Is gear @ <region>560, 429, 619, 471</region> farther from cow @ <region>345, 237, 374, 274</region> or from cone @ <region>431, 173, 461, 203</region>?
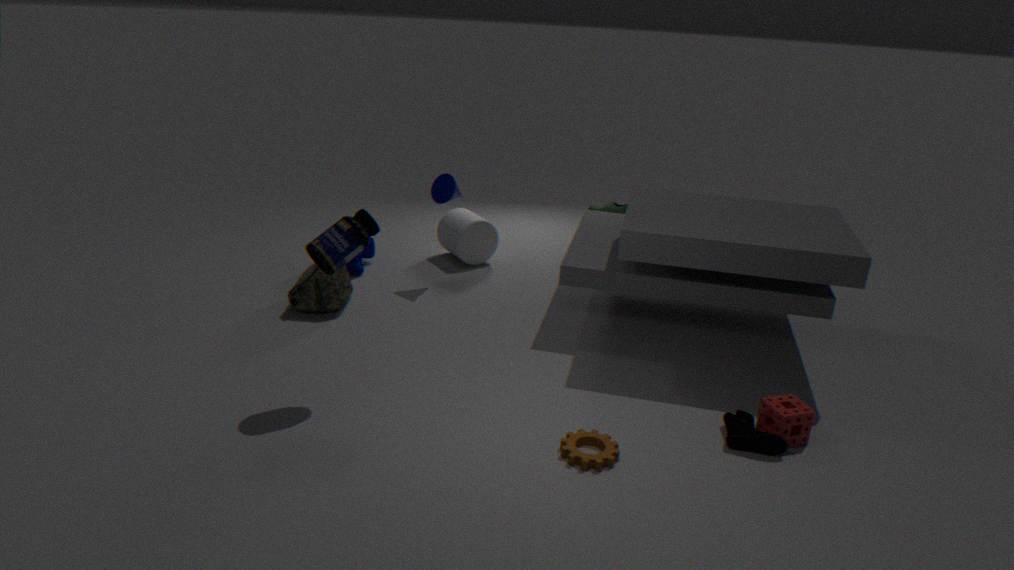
cow @ <region>345, 237, 374, 274</region>
